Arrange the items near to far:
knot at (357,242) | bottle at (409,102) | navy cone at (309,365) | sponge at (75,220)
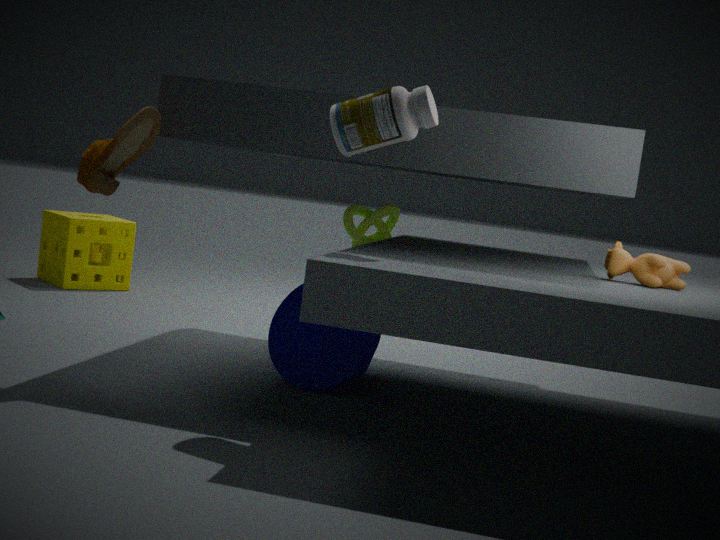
bottle at (409,102)
navy cone at (309,365)
knot at (357,242)
sponge at (75,220)
